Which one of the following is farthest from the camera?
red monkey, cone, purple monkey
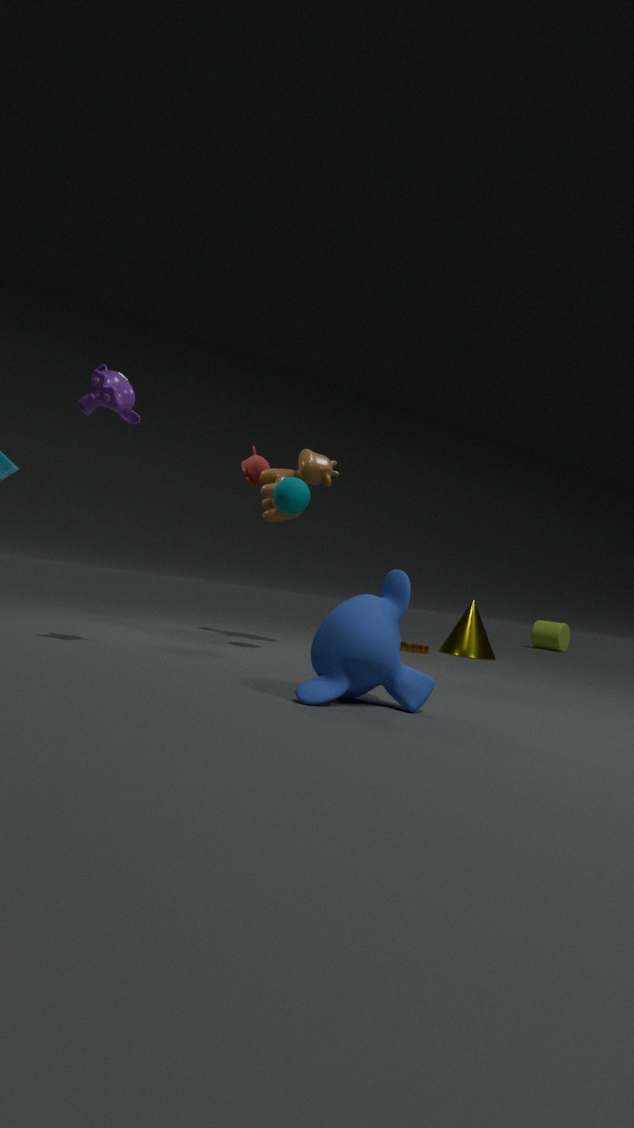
cone
